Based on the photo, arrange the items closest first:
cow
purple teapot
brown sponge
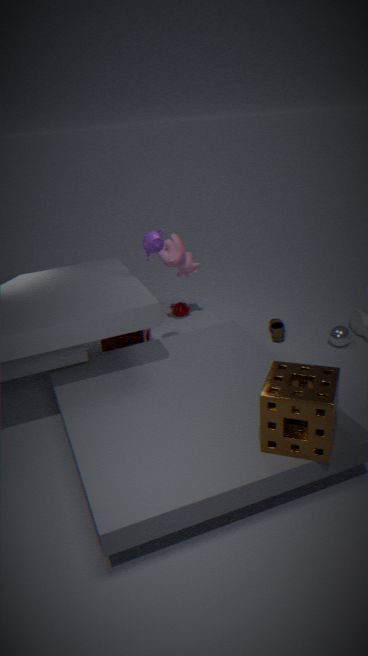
brown sponge < purple teapot < cow
